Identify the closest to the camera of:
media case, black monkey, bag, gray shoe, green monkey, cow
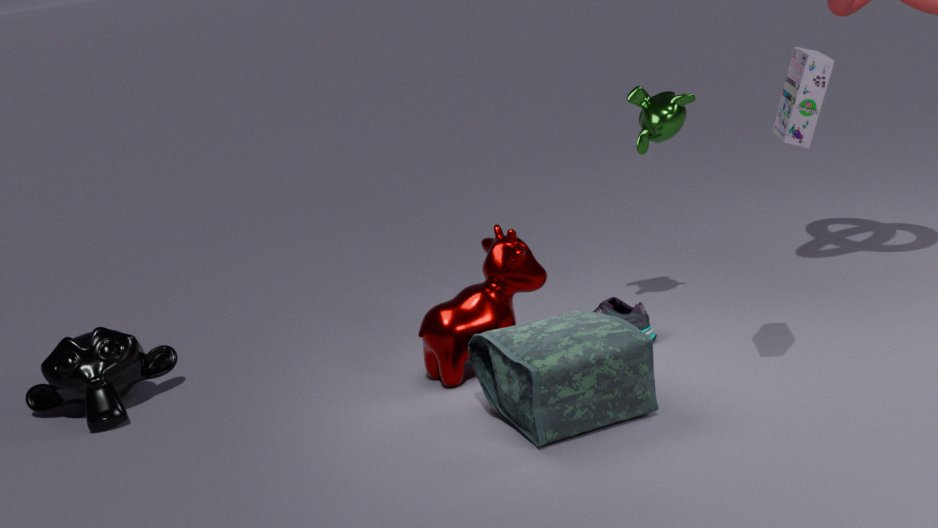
media case
